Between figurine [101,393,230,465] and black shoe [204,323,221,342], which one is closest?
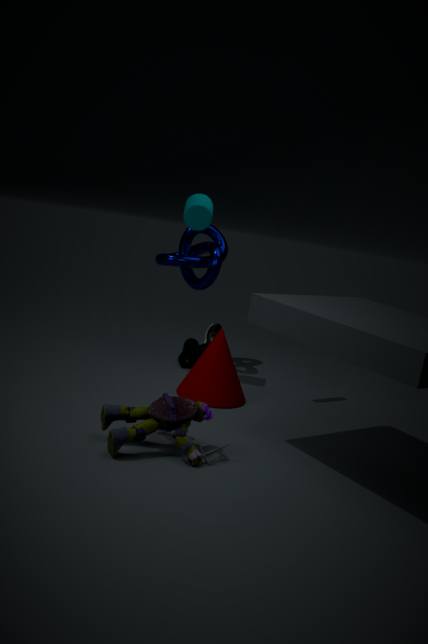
figurine [101,393,230,465]
